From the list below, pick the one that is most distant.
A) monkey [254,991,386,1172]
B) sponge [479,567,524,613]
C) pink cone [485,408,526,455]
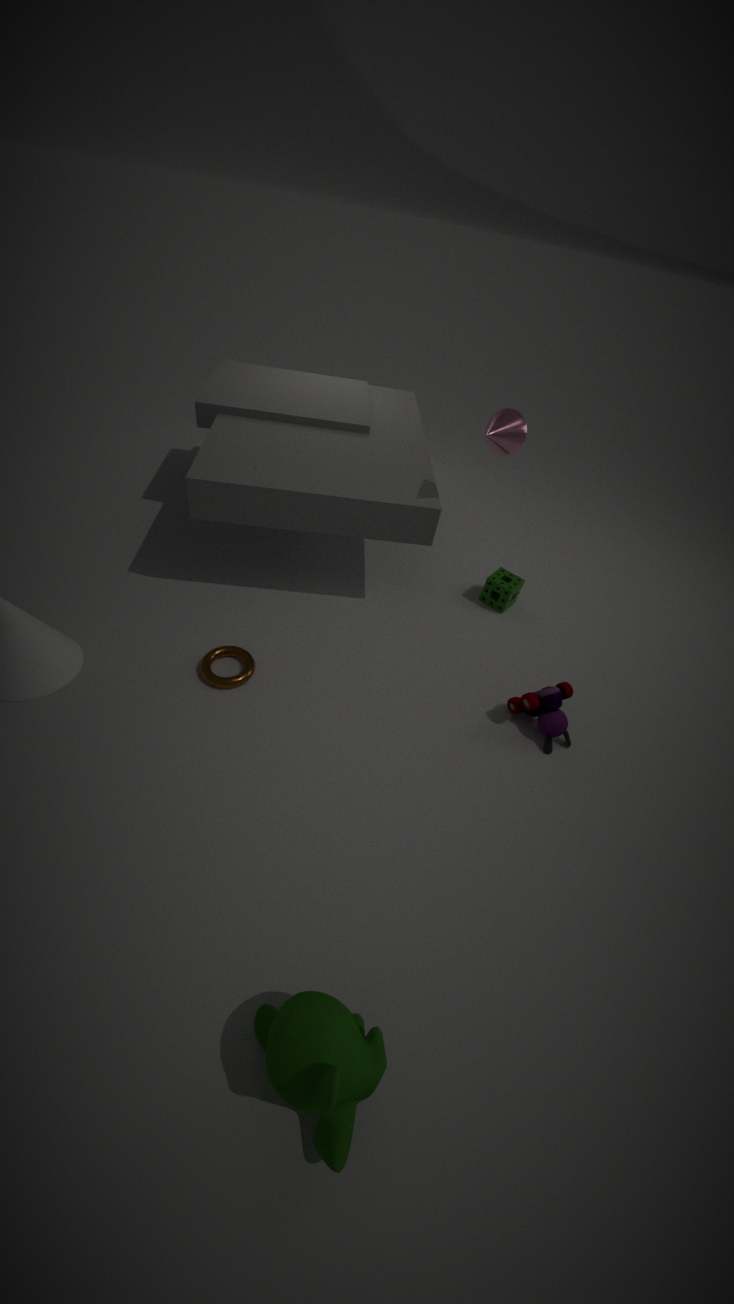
sponge [479,567,524,613]
